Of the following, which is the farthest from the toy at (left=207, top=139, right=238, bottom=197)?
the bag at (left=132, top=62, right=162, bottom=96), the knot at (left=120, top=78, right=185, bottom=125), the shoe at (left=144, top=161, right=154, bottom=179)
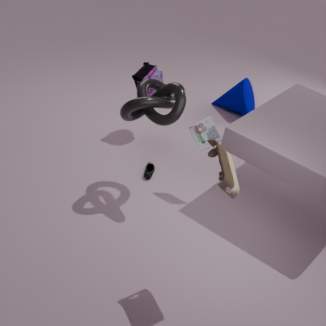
the bag at (left=132, top=62, right=162, bottom=96)
